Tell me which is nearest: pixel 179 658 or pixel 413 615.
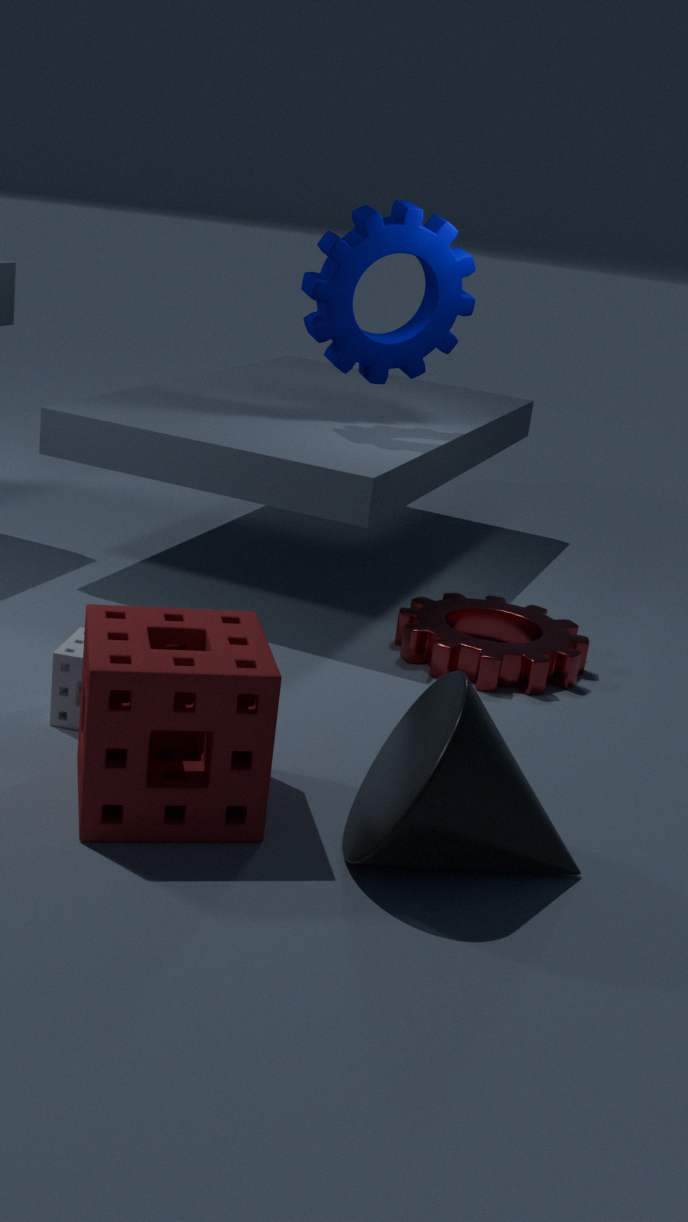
pixel 179 658
